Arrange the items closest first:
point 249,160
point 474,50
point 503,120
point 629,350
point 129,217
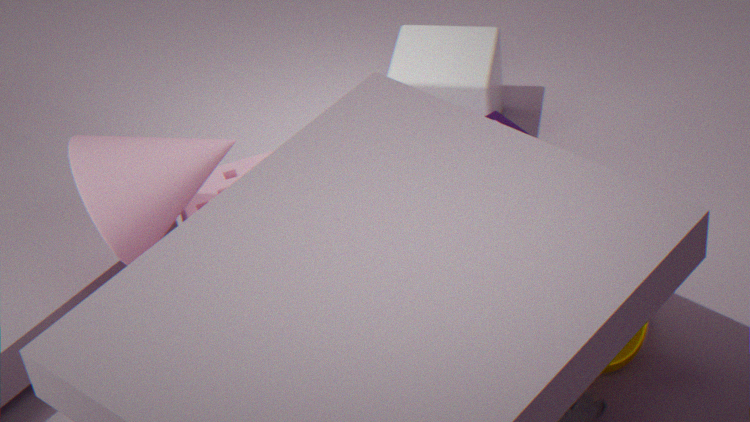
point 129,217, point 629,350, point 249,160, point 503,120, point 474,50
